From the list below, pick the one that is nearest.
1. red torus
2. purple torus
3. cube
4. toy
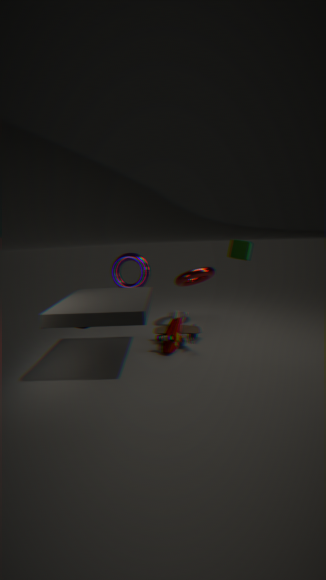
cube
